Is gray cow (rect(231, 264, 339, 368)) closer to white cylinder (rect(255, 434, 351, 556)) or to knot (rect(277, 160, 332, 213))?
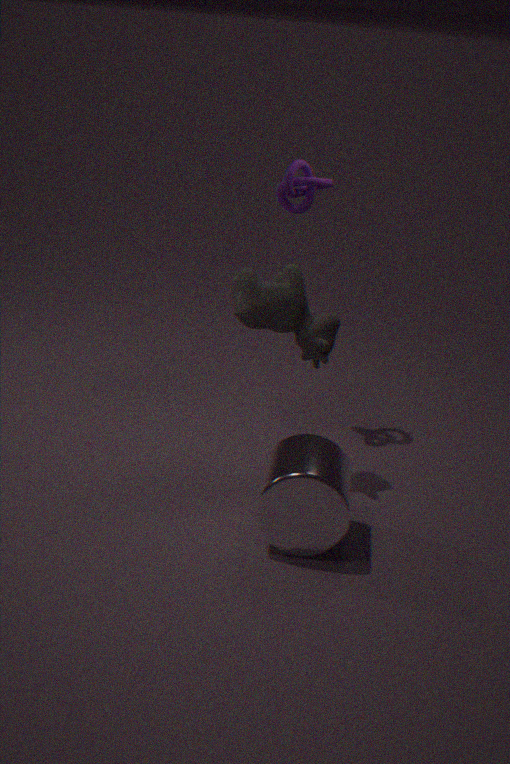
white cylinder (rect(255, 434, 351, 556))
